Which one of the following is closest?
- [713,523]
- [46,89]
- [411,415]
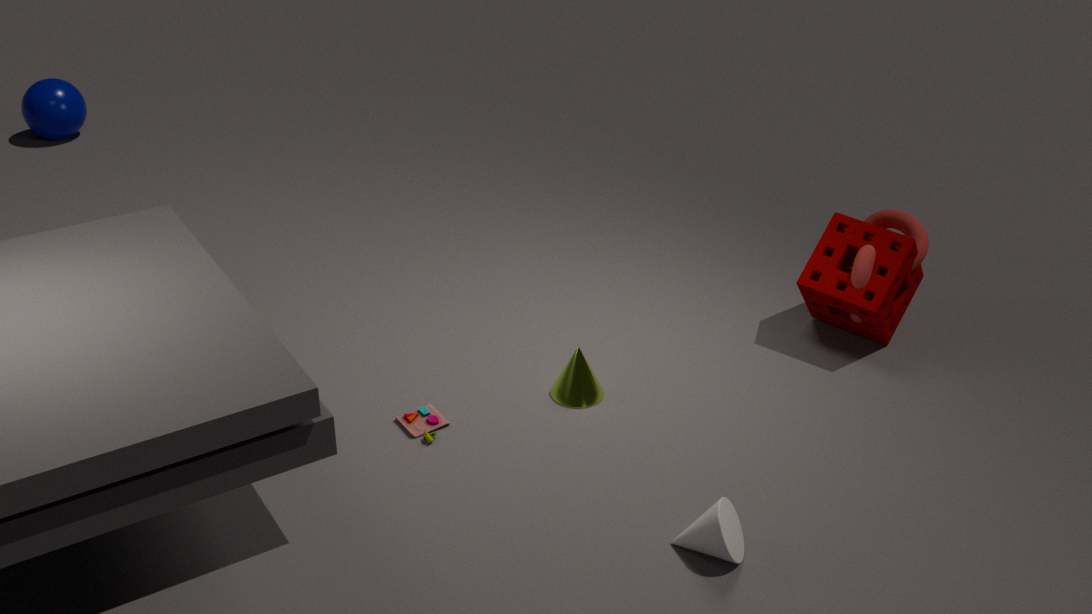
[713,523]
